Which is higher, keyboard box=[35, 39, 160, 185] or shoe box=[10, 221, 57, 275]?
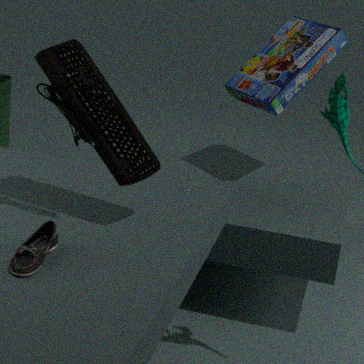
keyboard box=[35, 39, 160, 185]
